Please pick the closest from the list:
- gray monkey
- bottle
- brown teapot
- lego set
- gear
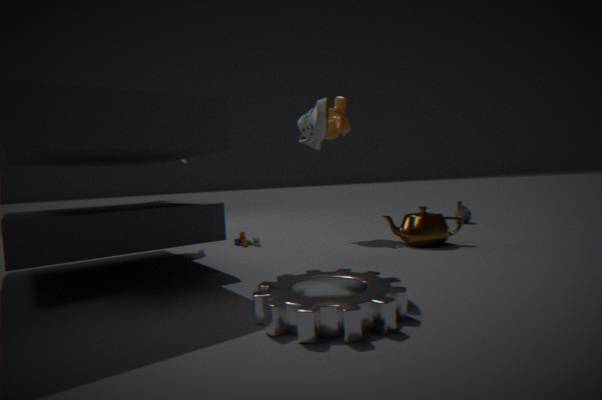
gear
